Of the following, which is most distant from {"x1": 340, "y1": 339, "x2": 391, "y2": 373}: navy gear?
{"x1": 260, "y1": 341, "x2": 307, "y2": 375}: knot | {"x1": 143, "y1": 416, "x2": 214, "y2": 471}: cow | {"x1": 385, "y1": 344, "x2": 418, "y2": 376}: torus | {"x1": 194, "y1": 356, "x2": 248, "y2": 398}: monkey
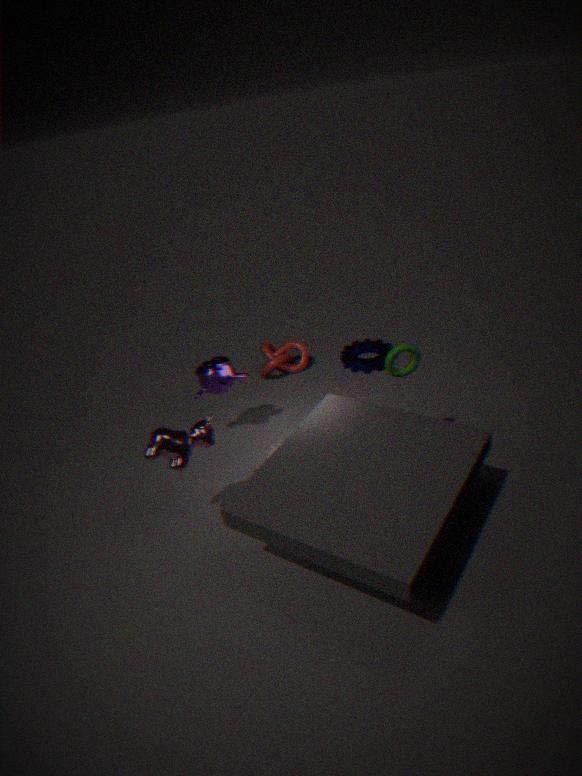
{"x1": 143, "y1": 416, "x2": 214, "y2": 471}: cow
